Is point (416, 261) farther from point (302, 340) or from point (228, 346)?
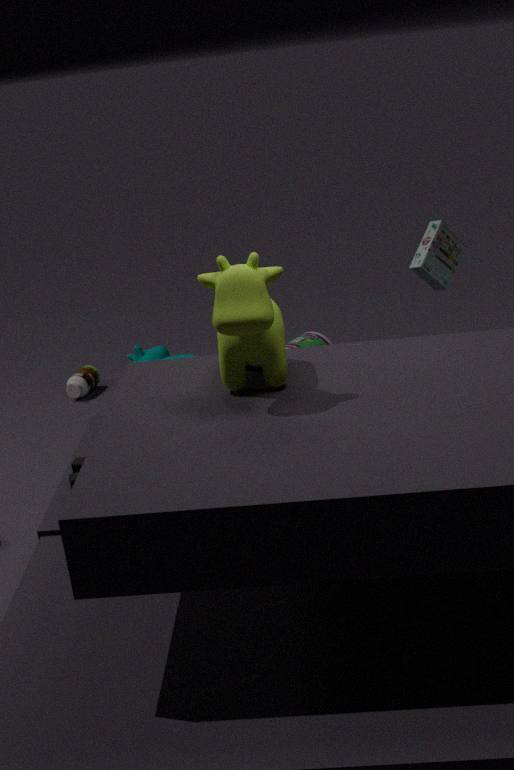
point (228, 346)
